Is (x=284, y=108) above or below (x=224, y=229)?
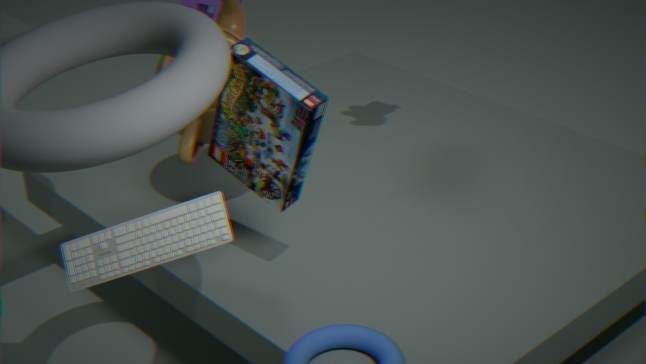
below
